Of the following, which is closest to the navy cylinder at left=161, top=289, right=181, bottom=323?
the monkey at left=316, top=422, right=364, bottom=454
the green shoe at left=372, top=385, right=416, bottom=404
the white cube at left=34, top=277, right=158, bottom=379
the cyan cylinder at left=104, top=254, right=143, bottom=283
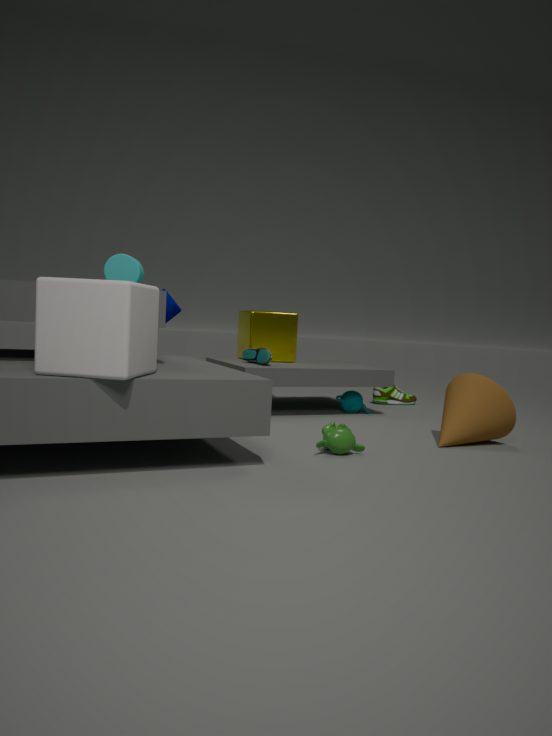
the cyan cylinder at left=104, top=254, right=143, bottom=283
